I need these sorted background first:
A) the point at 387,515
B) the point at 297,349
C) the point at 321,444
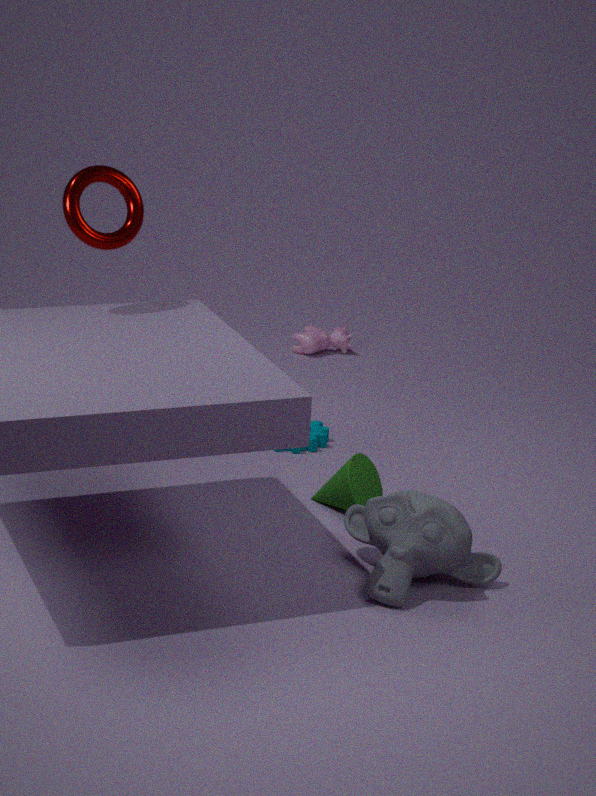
the point at 297,349 → the point at 321,444 → the point at 387,515
